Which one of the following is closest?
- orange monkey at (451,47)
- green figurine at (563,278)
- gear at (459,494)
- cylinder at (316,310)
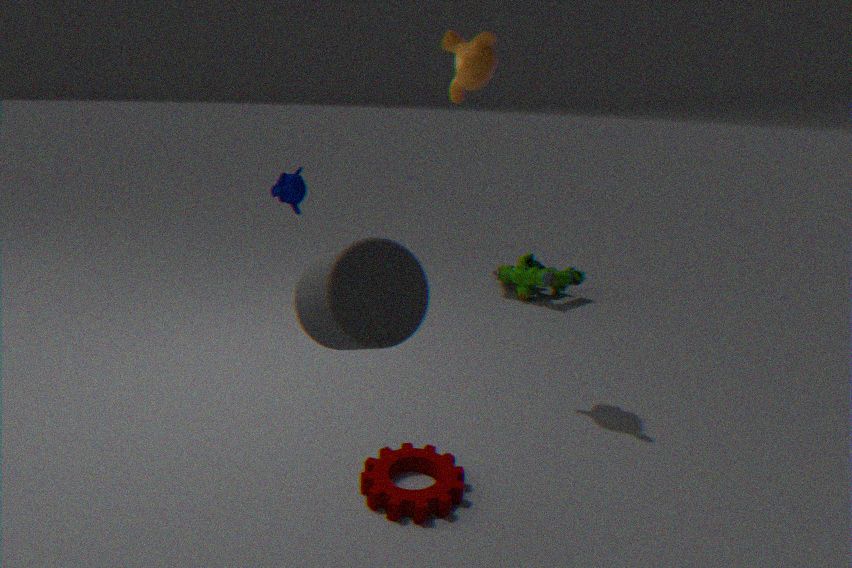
cylinder at (316,310)
